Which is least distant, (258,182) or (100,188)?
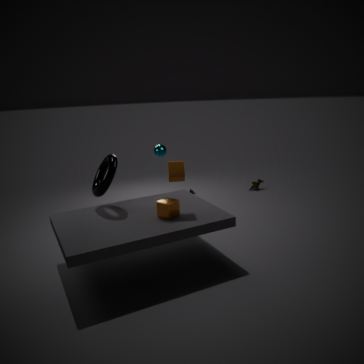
(100,188)
